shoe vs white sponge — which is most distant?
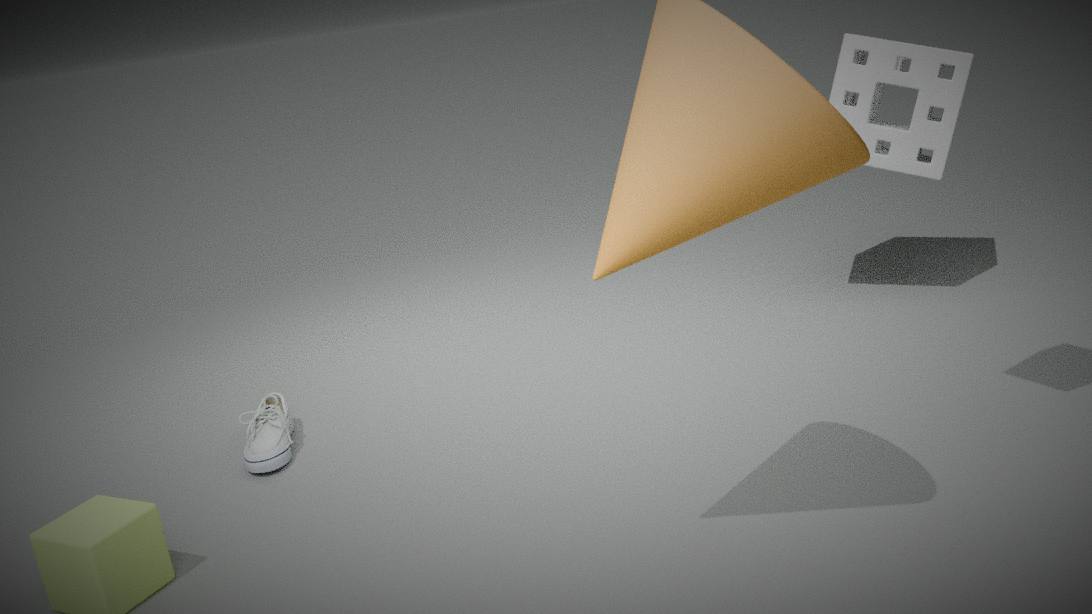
white sponge
